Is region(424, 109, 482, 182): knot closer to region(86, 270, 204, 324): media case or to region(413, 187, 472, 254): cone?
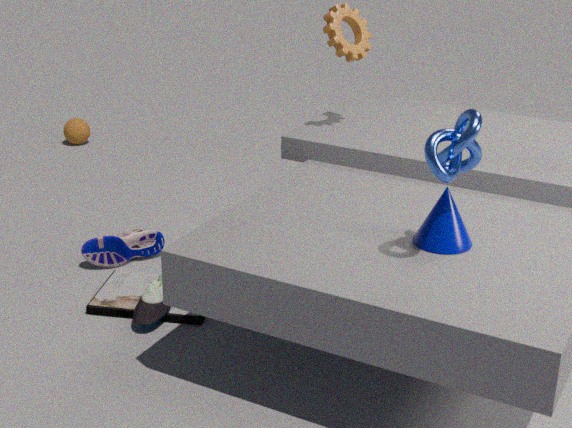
region(413, 187, 472, 254): cone
